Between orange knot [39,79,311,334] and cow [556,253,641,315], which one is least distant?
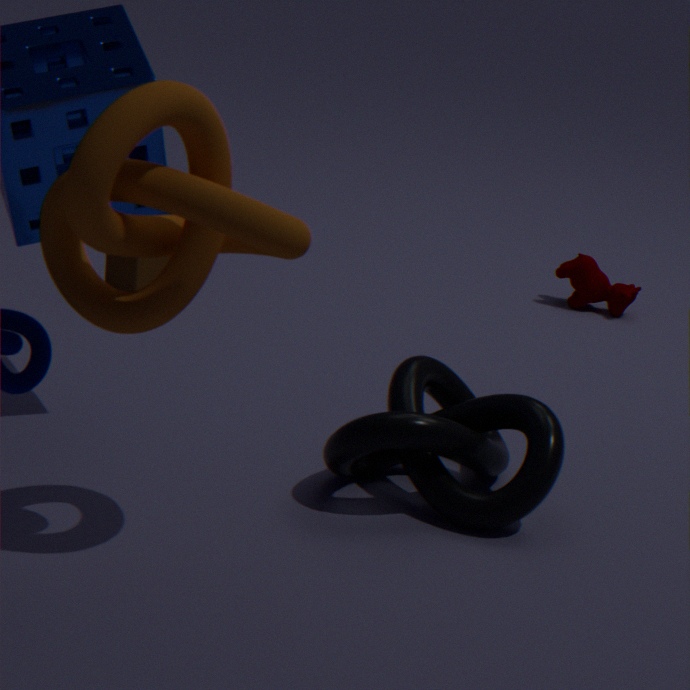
orange knot [39,79,311,334]
